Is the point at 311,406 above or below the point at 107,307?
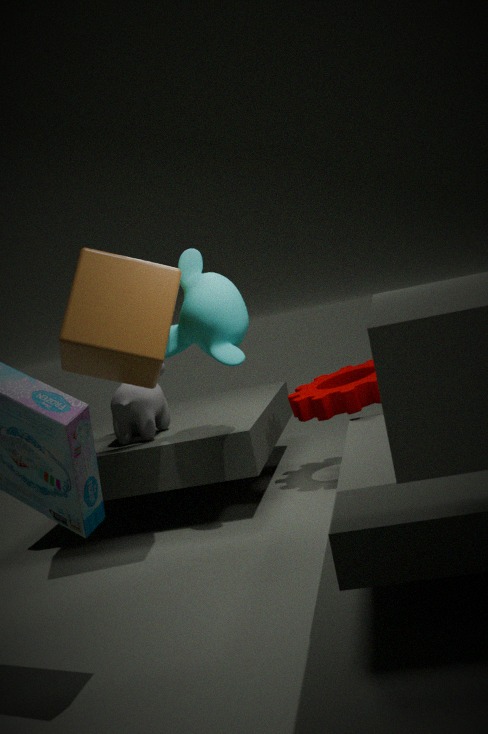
below
